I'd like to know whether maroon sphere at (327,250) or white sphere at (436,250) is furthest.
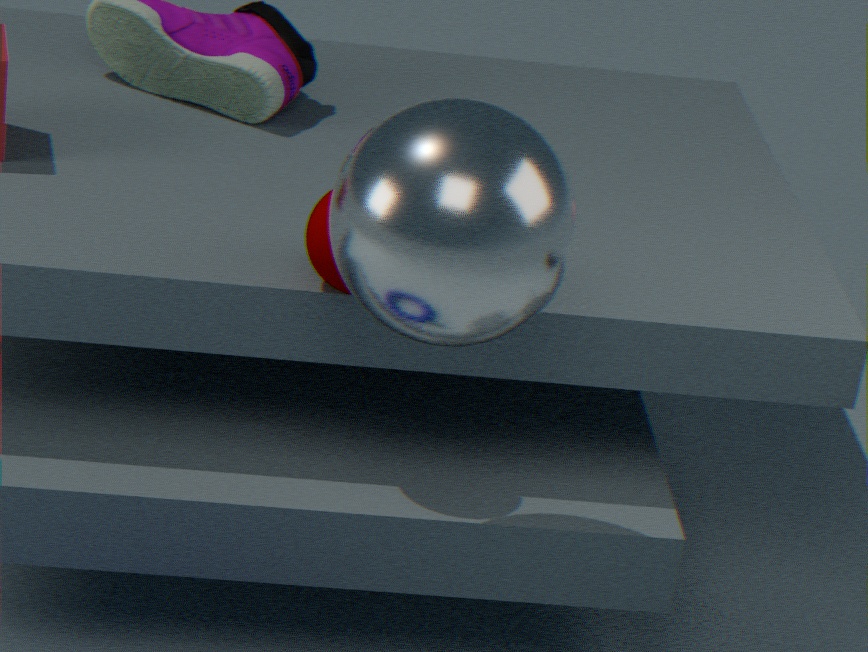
maroon sphere at (327,250)
